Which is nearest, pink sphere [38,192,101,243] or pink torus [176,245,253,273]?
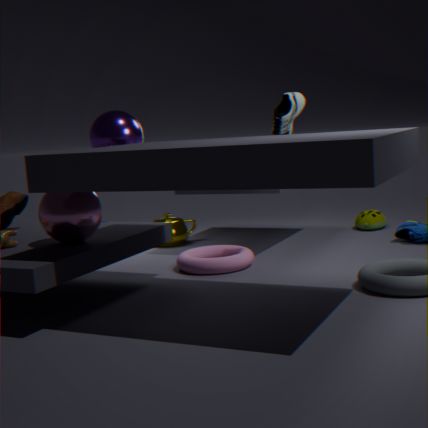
pink sphere [38,192,101,243]
